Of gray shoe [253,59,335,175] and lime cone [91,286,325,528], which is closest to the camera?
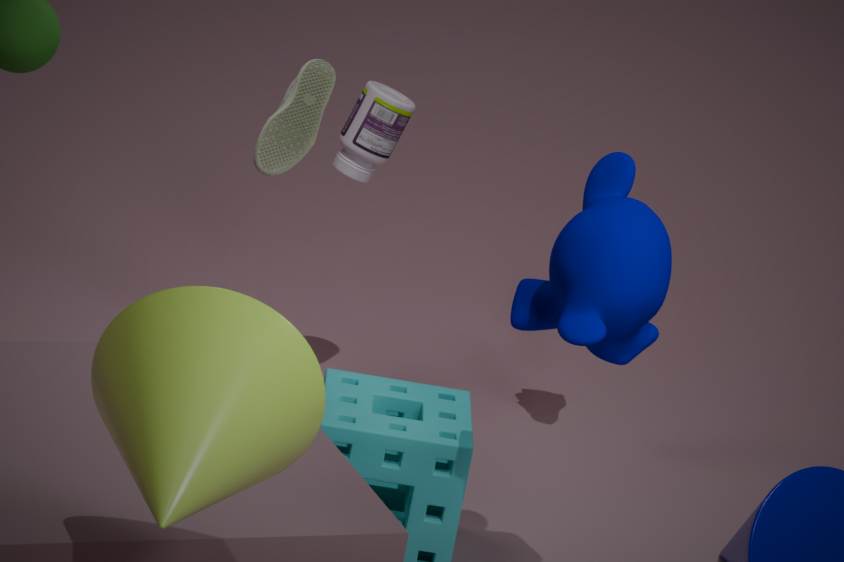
lime cone [91,286,325,528]
